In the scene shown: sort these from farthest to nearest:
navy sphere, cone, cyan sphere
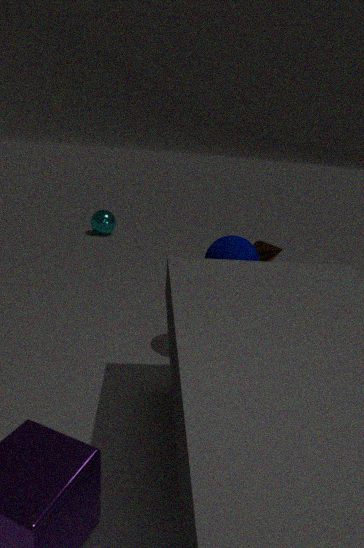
cyan sphere → cone → navy sphere
